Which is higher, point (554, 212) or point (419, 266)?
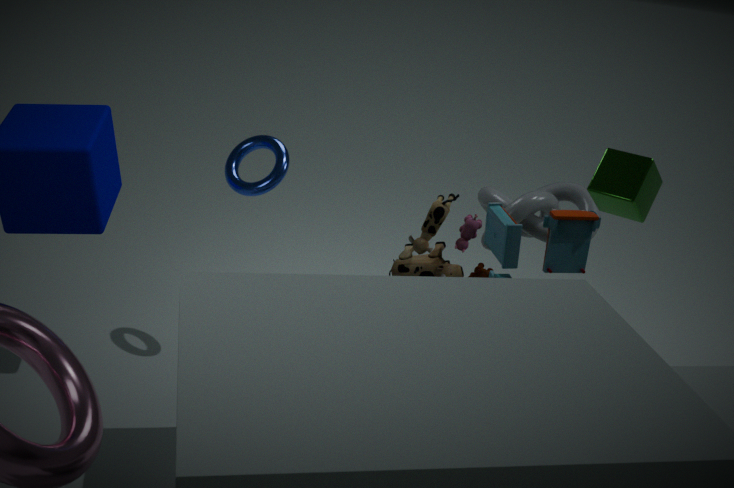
point (554, 212)
